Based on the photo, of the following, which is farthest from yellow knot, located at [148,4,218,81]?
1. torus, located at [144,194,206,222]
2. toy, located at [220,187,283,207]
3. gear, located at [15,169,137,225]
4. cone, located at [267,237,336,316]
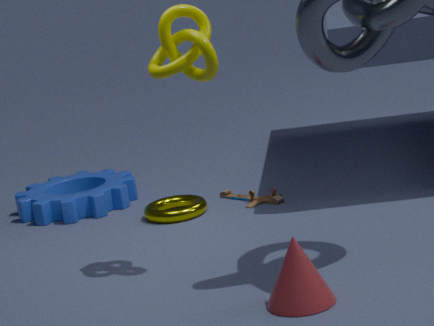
gear, located at [15,169,137,225]
